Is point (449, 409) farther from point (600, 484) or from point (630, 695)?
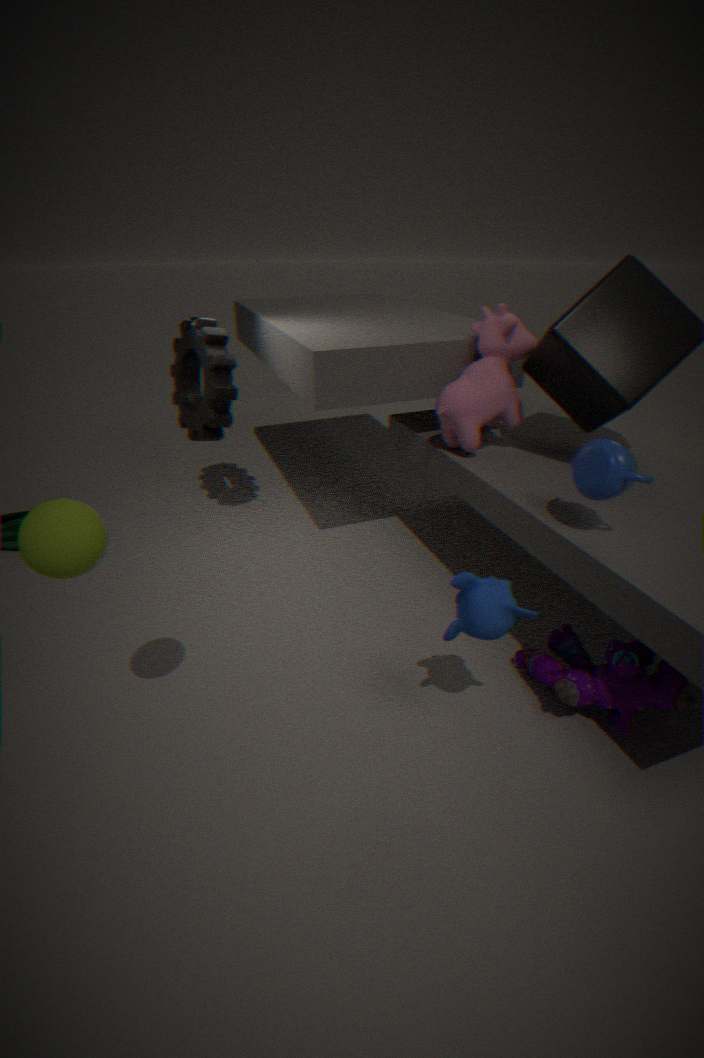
point (630, 695)
